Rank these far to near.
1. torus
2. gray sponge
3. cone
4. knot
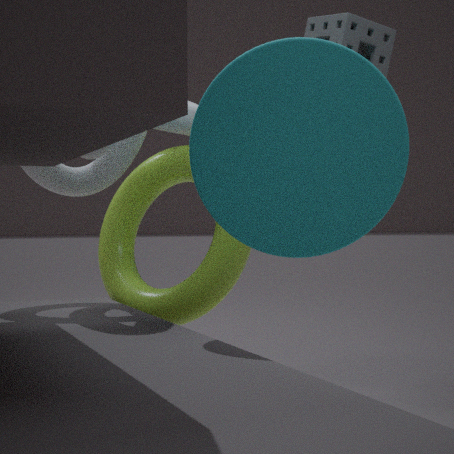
gray sponge → knot → torus → cone
